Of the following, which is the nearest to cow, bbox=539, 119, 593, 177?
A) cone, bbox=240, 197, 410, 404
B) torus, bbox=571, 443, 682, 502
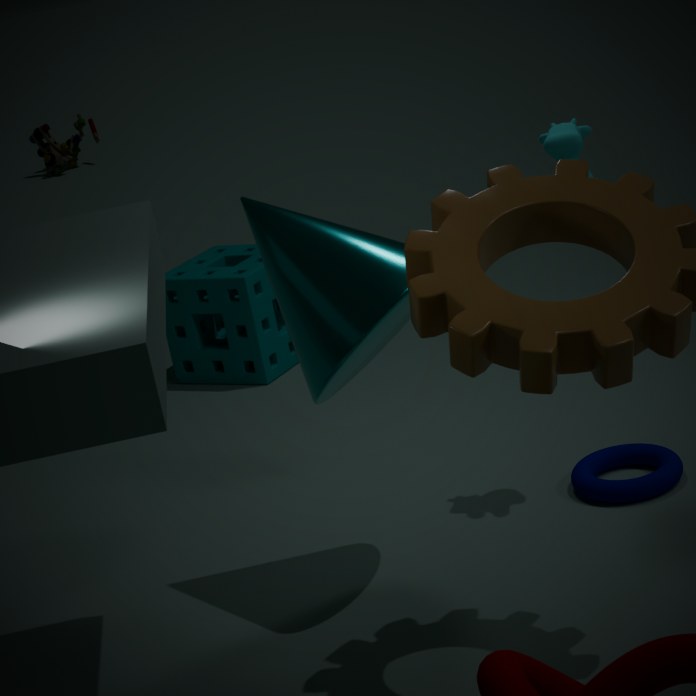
cone, bbox=240, 197, 410, 404
